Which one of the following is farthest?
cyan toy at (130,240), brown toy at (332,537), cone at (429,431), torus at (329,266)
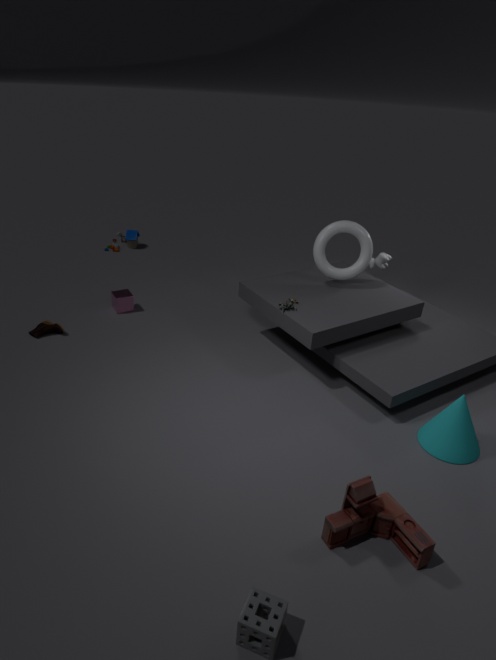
cyan toy at (130,240)
